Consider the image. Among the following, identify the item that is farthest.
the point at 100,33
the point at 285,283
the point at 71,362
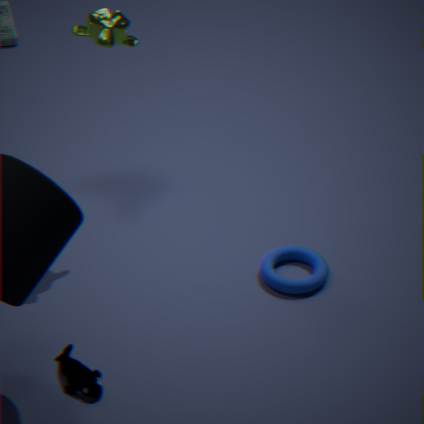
the point at 285,283
